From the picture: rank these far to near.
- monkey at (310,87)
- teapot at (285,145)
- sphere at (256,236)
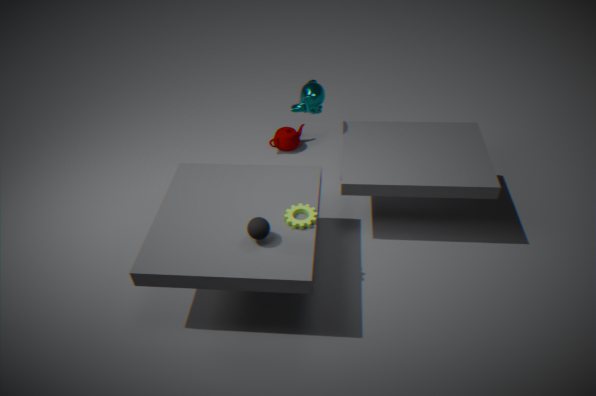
teapot at (285,145) → monkey at (310,87) → sphere at (256,236)
